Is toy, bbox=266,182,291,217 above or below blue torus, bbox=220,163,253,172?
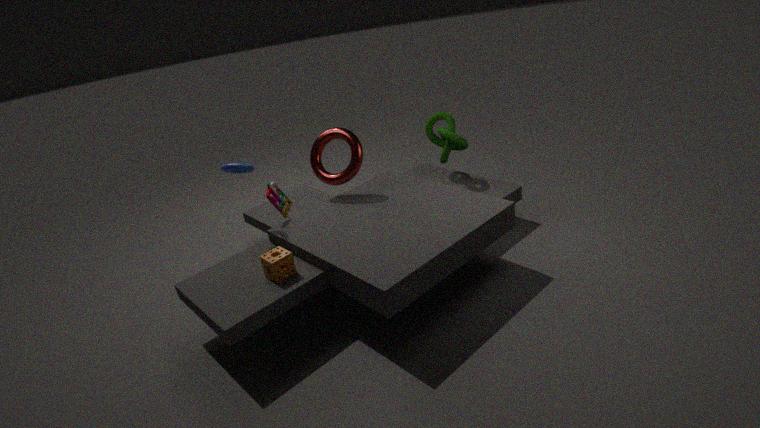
below
